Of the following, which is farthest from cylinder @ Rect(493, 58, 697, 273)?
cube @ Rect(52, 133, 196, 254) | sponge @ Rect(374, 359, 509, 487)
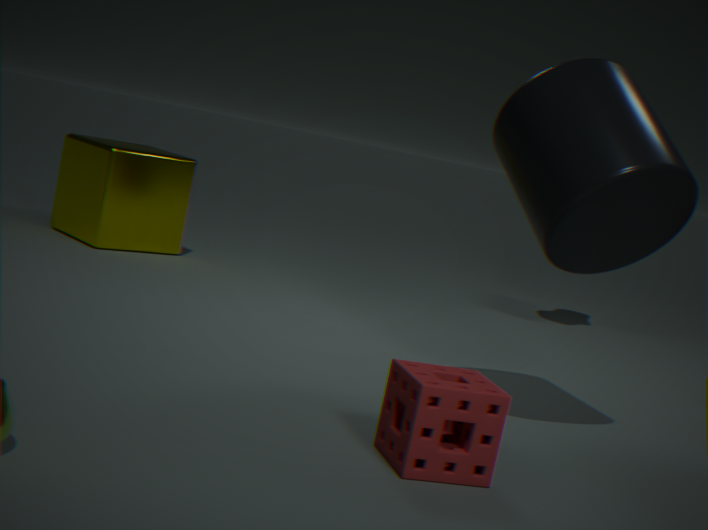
cube @ Rect(52, 133, 196, 254)
